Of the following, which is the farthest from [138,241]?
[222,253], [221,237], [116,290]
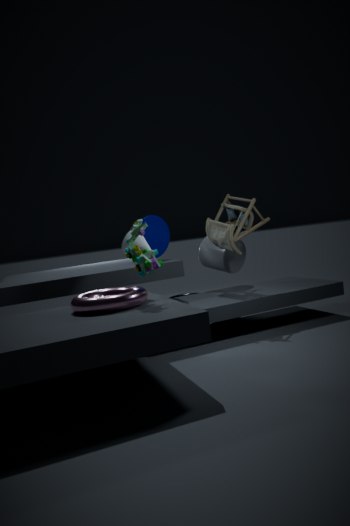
[222,253]
